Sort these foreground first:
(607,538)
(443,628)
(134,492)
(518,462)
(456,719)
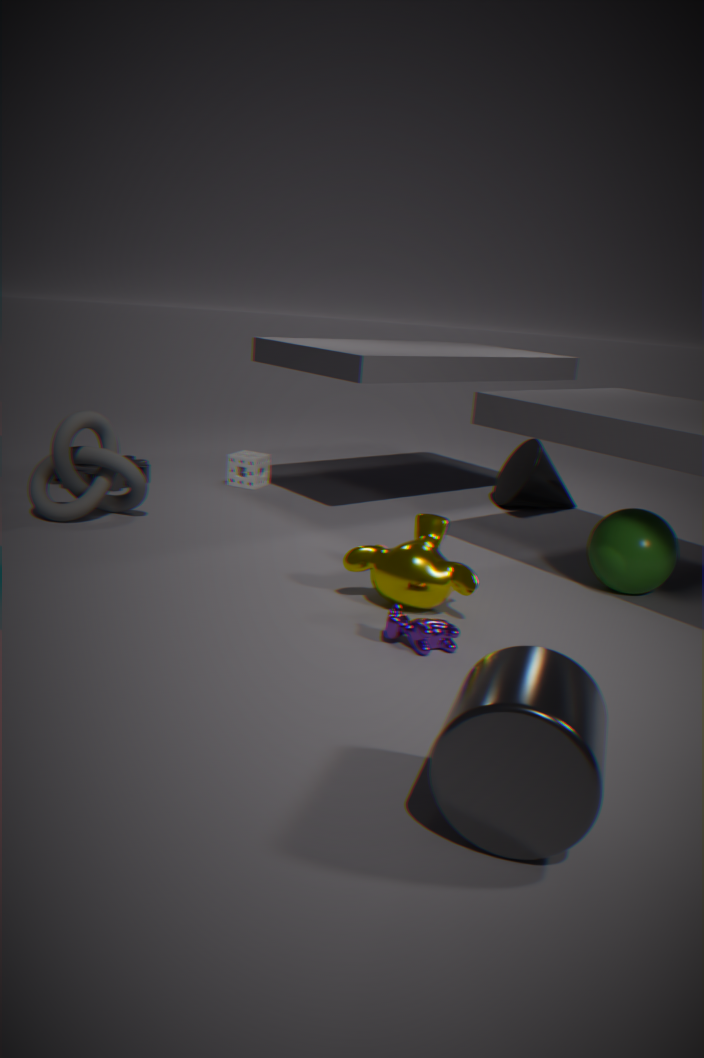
(456,719) < (443,628) < (607,538) < (134,492) < (518,462)
